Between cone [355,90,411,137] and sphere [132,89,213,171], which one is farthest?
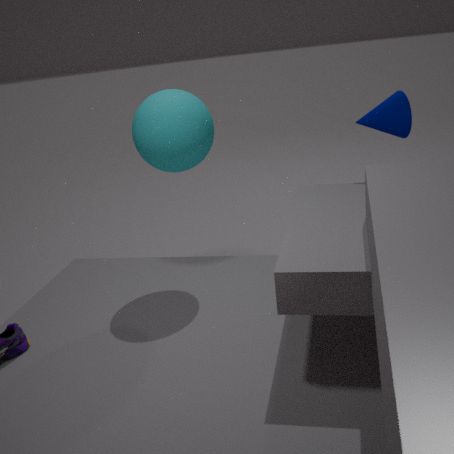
cone [355,90,411,137]
